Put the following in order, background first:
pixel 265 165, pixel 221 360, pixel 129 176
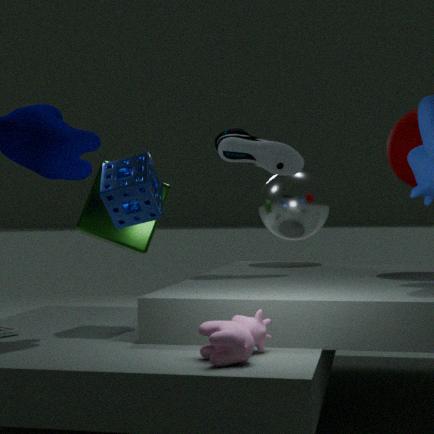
pixel 265 165 → pixel 129 176 → pixel 221 360
